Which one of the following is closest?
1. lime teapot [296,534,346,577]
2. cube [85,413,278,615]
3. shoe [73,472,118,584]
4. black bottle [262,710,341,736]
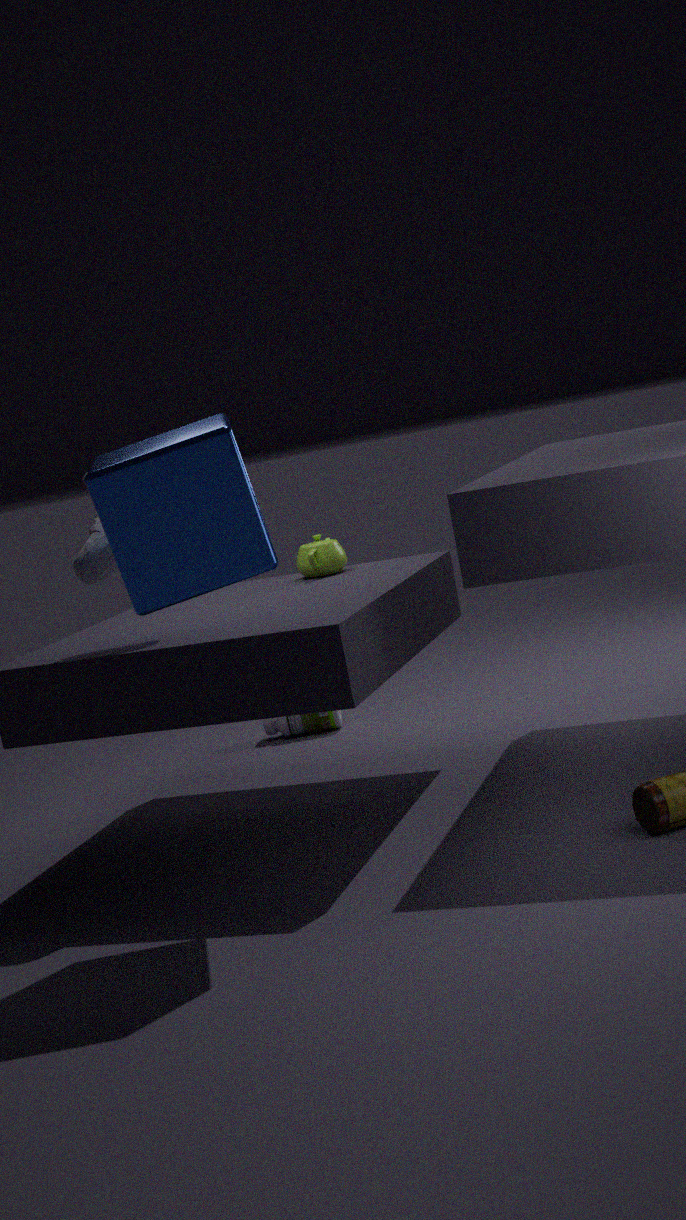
cube [85,413,278,615]
